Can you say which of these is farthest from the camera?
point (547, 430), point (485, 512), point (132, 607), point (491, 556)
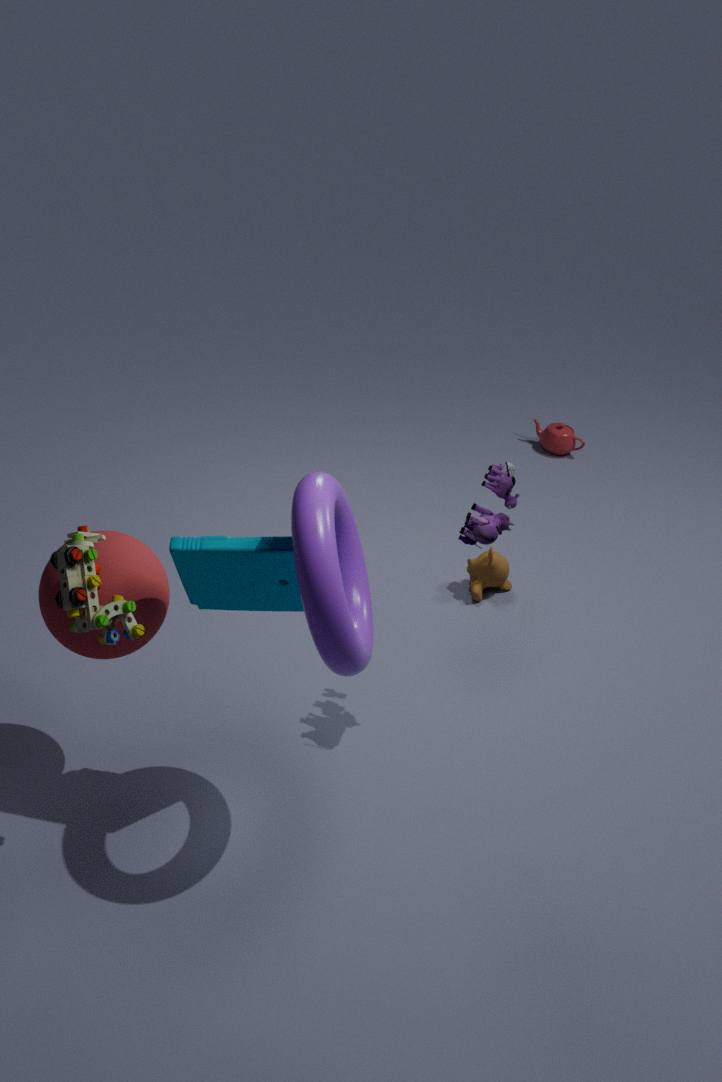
point (547, 430)
